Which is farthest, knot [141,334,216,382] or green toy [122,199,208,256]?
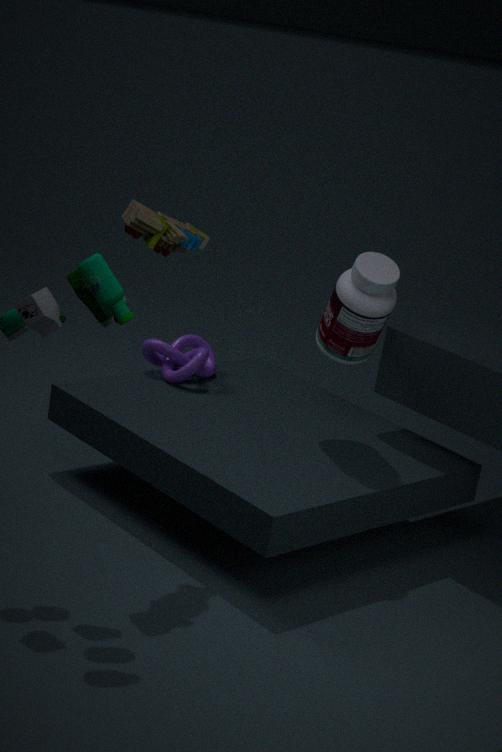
knot [141,334,216,382]
